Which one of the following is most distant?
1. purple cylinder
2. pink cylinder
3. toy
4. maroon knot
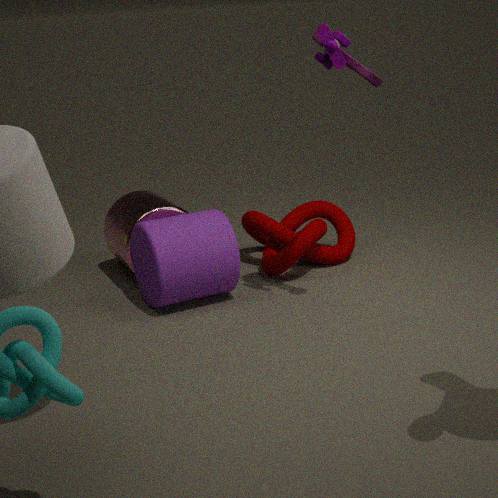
maroon knot
